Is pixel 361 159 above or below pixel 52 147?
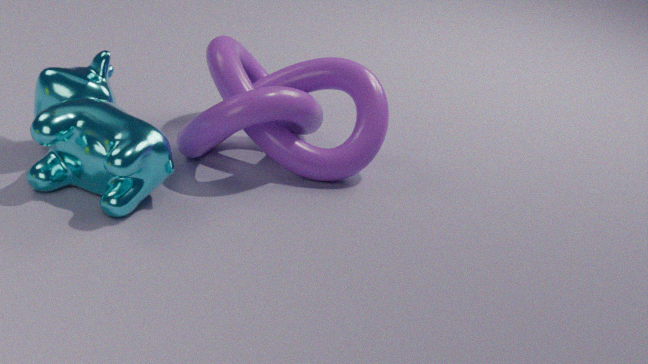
above
